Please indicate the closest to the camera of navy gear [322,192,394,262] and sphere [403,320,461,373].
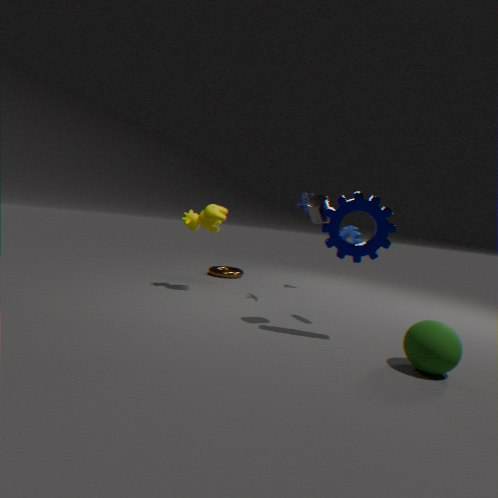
sphere [403,320,461,373]
